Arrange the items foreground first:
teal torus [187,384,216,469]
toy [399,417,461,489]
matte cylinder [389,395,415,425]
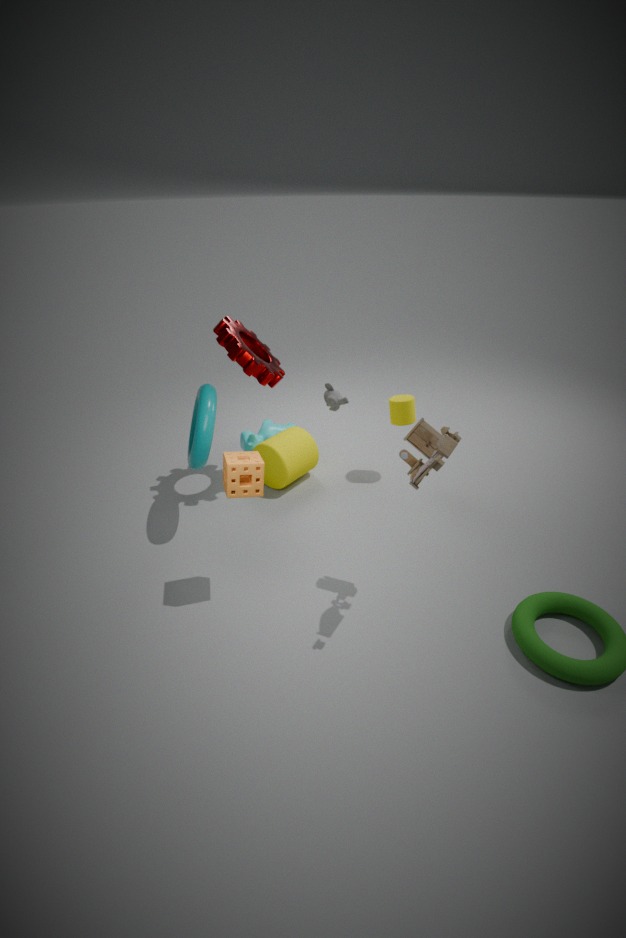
1. toy [399,417,461,489]
2. teal torus [187,384,216,469]
3. matte cylinder [389,395,415,425]
